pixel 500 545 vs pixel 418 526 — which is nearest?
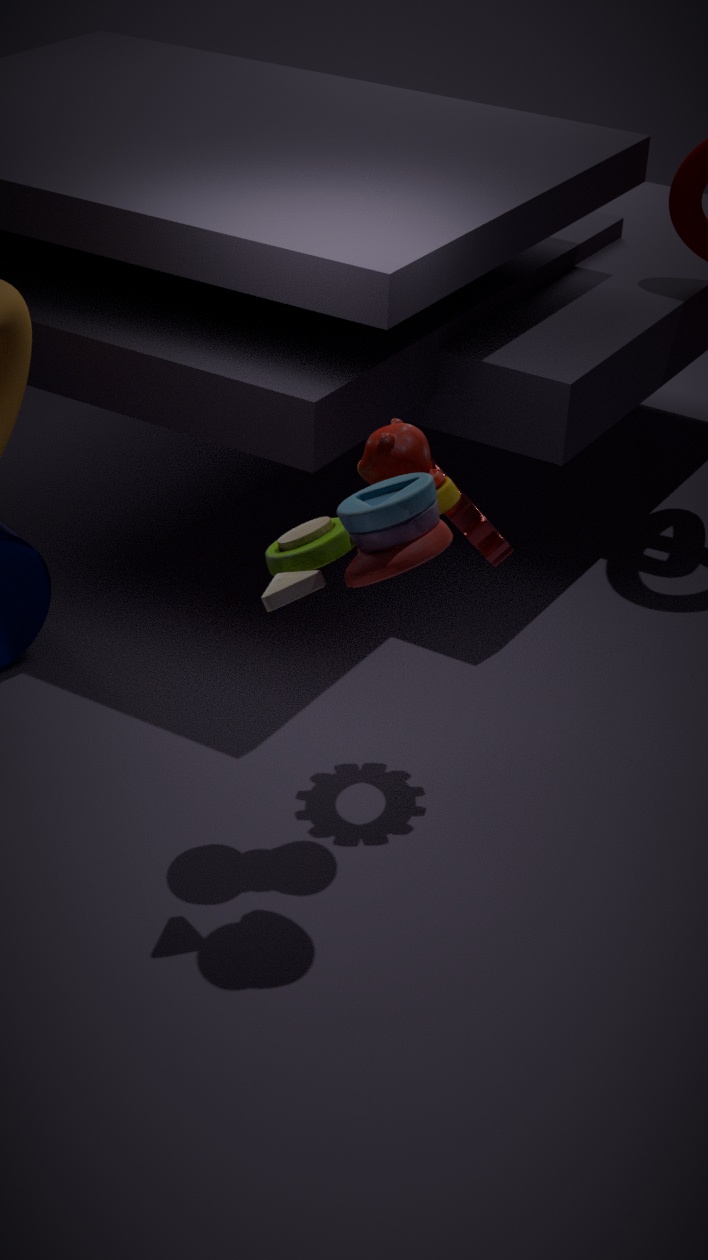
pixel 418 526
